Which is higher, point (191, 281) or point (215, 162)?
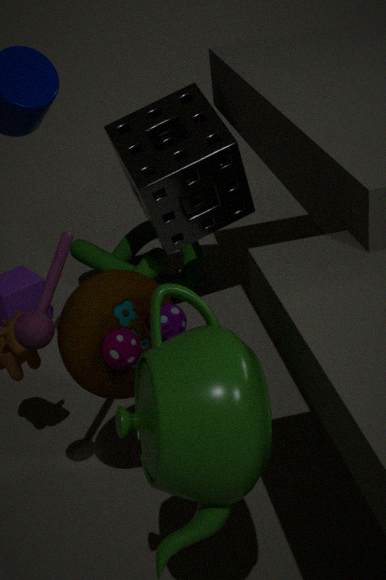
point (215, 162)
